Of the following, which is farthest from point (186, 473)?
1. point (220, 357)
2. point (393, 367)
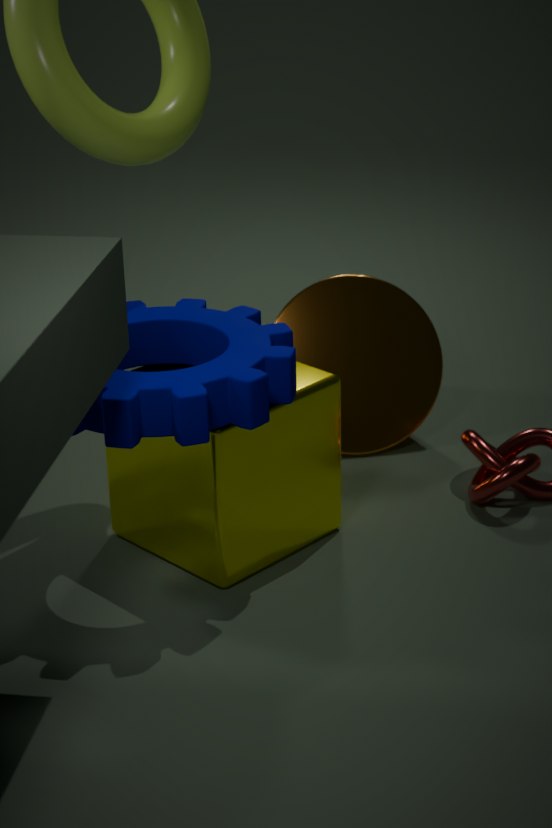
point (393, 367)
